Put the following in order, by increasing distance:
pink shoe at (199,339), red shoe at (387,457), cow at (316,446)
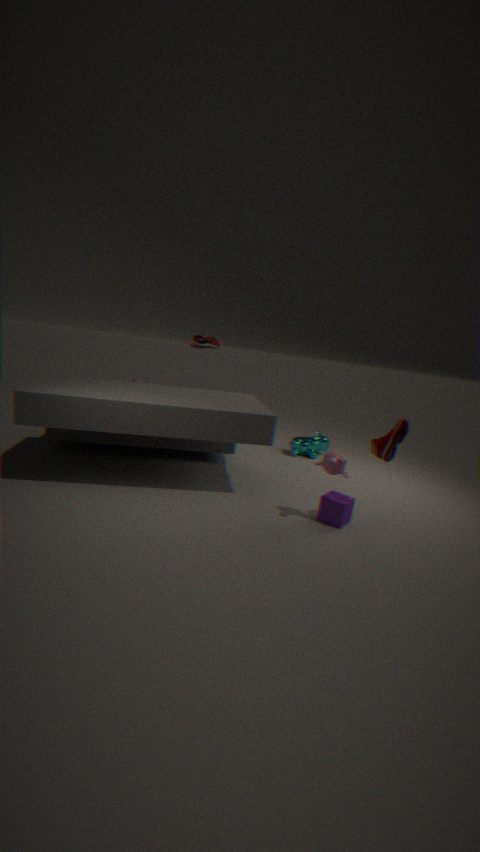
red shoe at (387,457) < pink shoe at (199,339) < cow at (316,446)
